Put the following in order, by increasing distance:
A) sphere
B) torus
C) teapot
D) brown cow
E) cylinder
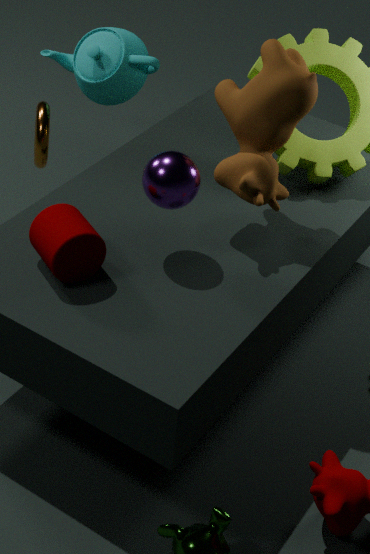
cylinder < sphere < brown cow < torus < teapot
